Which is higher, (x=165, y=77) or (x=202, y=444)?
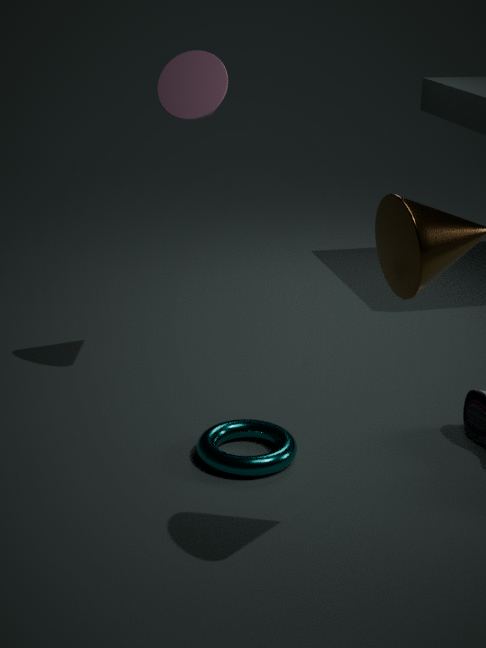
(x=165, y=77)
